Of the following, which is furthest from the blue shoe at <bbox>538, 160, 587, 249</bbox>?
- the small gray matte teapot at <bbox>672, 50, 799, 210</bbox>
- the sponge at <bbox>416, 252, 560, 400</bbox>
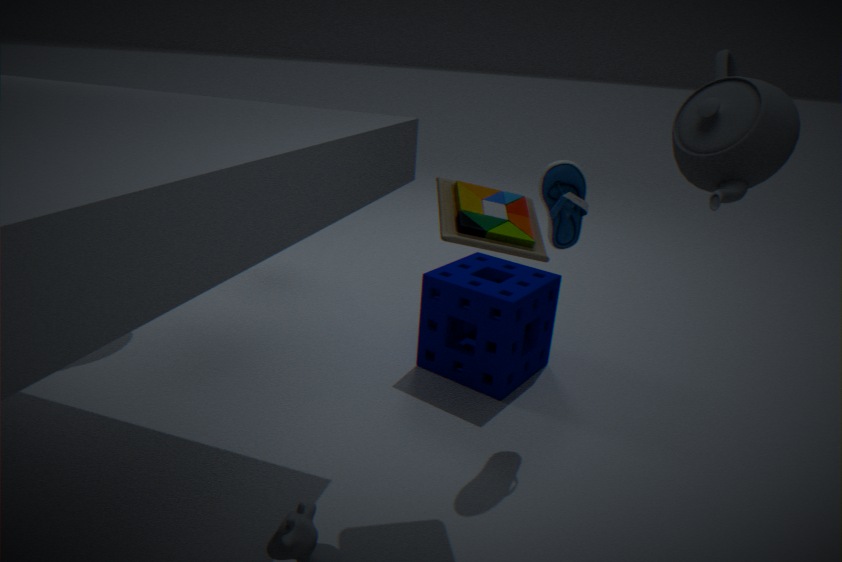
the small gray matte teapot at <bbox>672, 50, 799, 210</bbox>
